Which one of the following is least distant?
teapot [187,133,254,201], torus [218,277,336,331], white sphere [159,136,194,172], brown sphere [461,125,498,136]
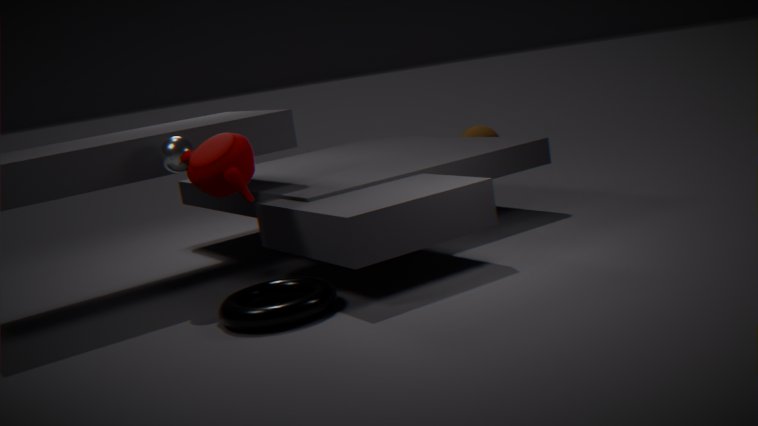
torus [218,277,336,331]
